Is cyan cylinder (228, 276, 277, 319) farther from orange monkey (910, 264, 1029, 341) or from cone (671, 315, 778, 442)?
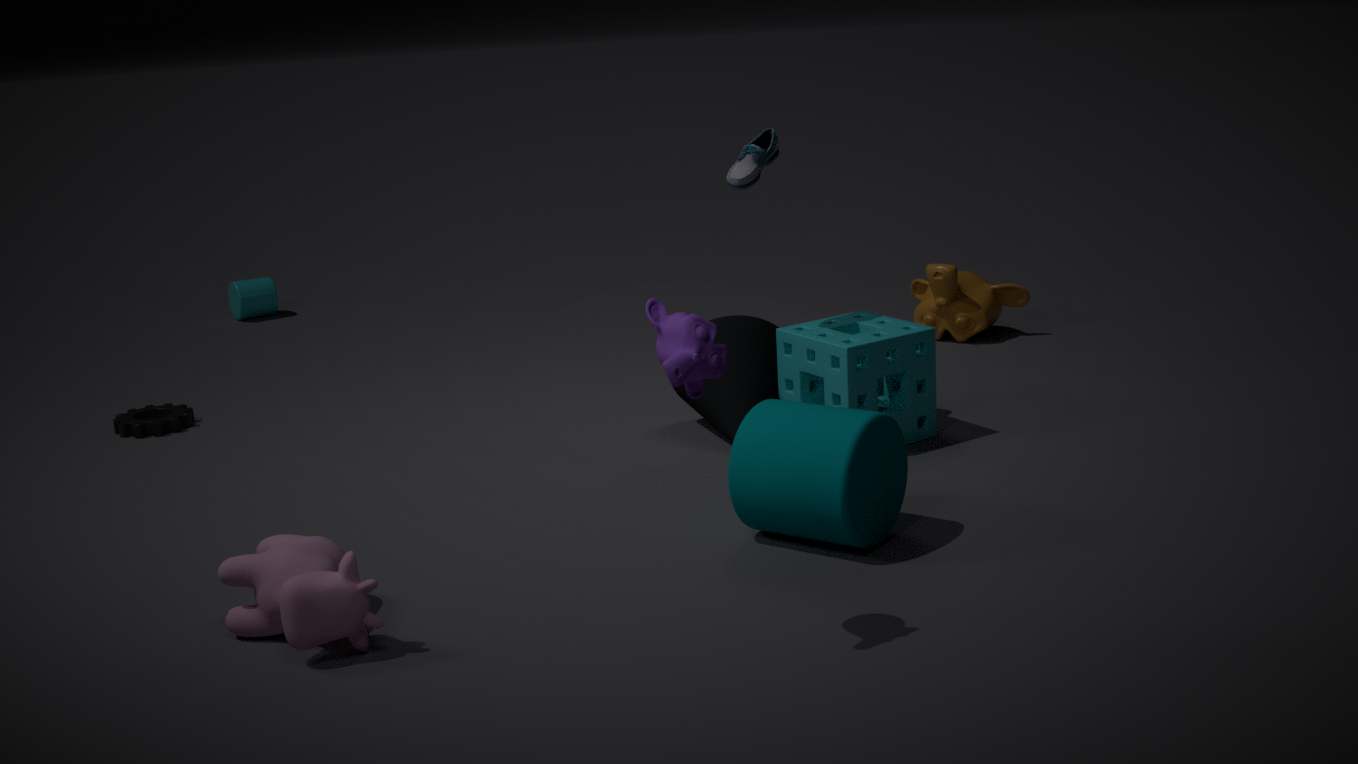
orange monkey (910, 264, 1029, 341)
